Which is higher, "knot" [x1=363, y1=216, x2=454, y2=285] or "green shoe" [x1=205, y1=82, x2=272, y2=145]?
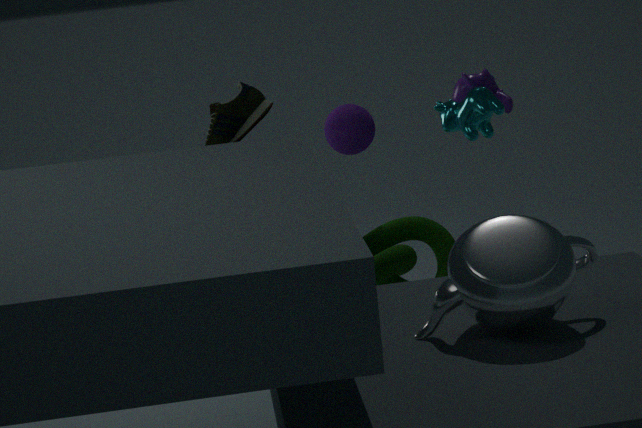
"green shoe" [x1=205, y1=82, x2=272, y2=145]
